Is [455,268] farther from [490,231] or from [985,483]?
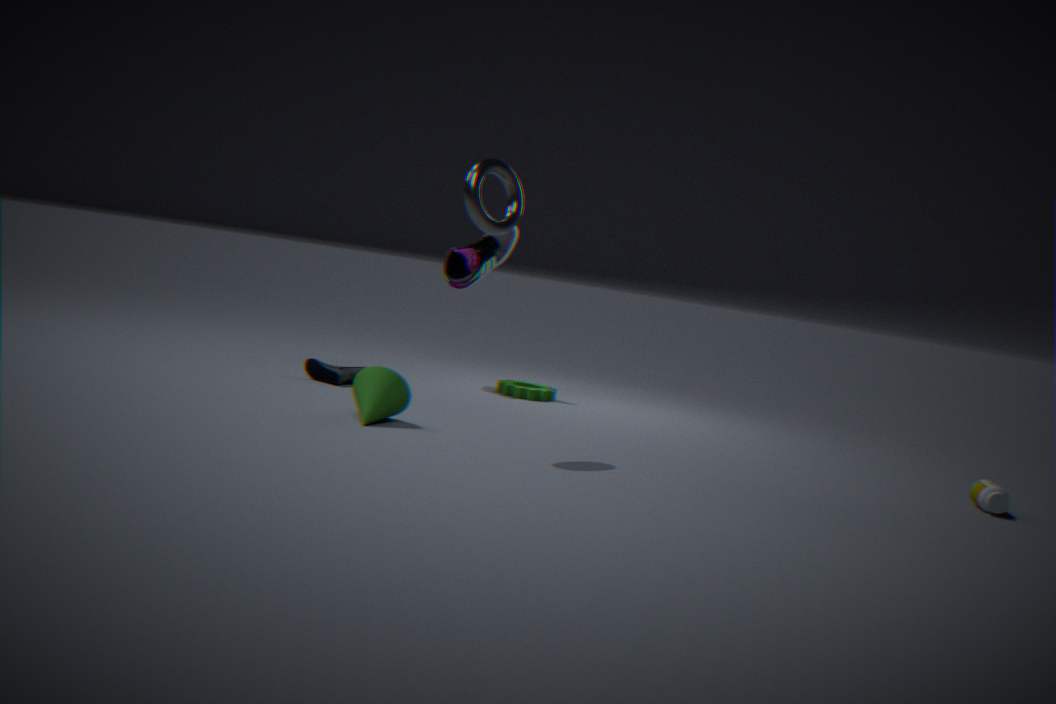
[985,483]
